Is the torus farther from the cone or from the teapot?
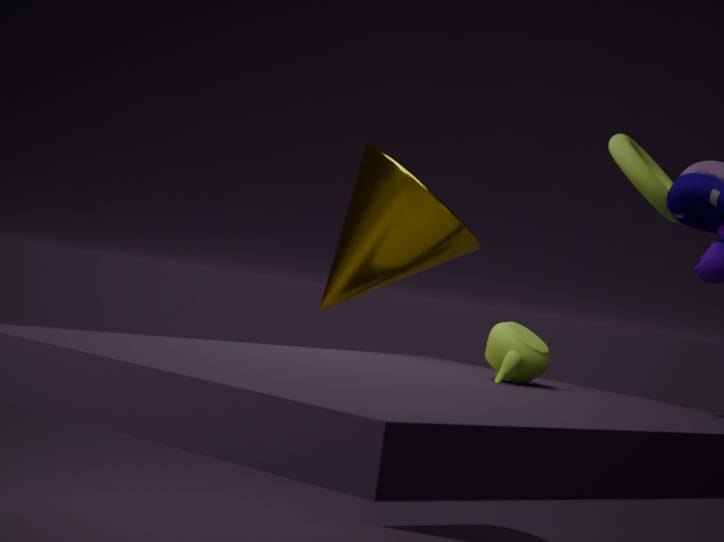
the cone
